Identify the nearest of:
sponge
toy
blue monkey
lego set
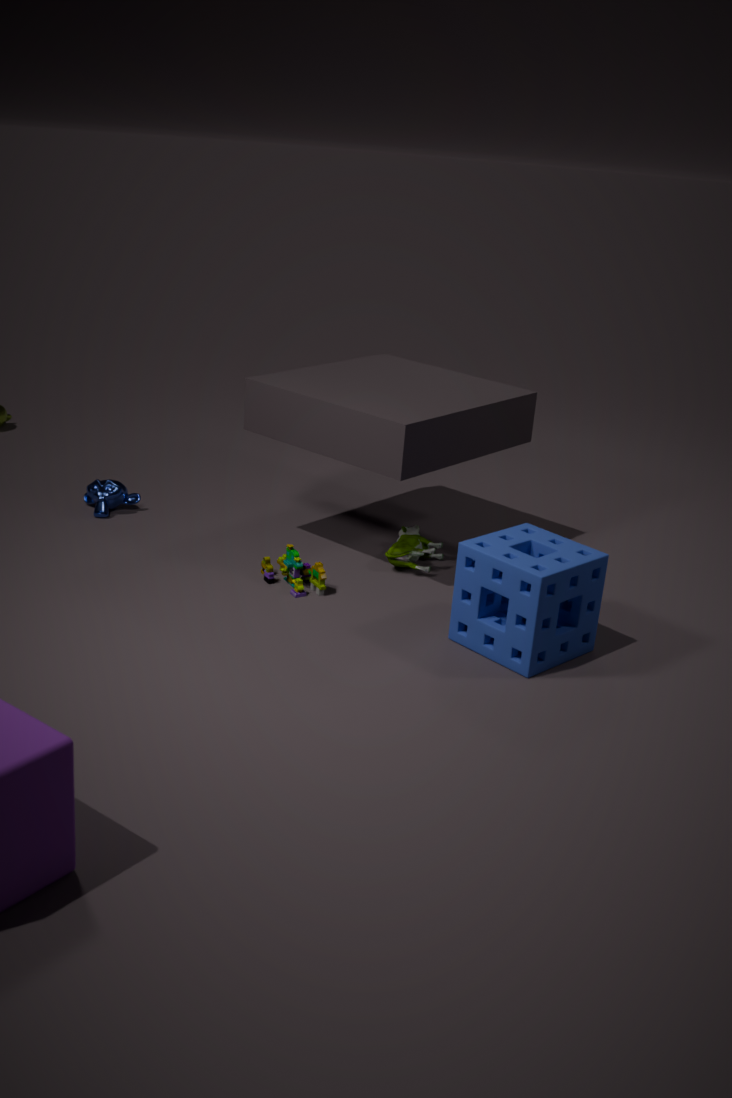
sponge
